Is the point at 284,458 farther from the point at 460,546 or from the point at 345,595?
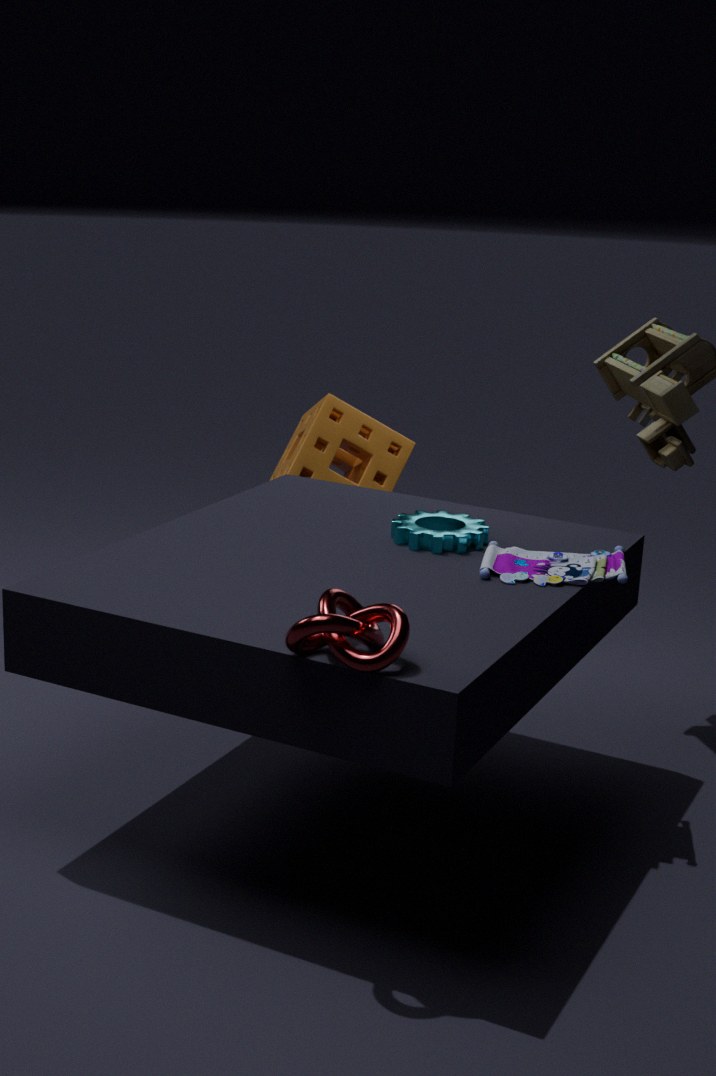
the point at 345,595
